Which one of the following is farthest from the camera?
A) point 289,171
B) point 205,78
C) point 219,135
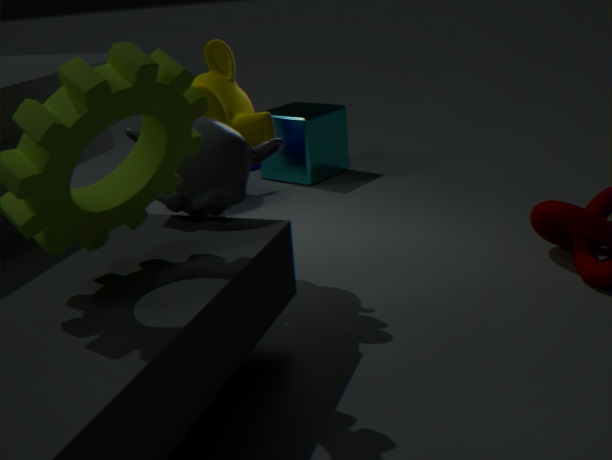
point 289,171
